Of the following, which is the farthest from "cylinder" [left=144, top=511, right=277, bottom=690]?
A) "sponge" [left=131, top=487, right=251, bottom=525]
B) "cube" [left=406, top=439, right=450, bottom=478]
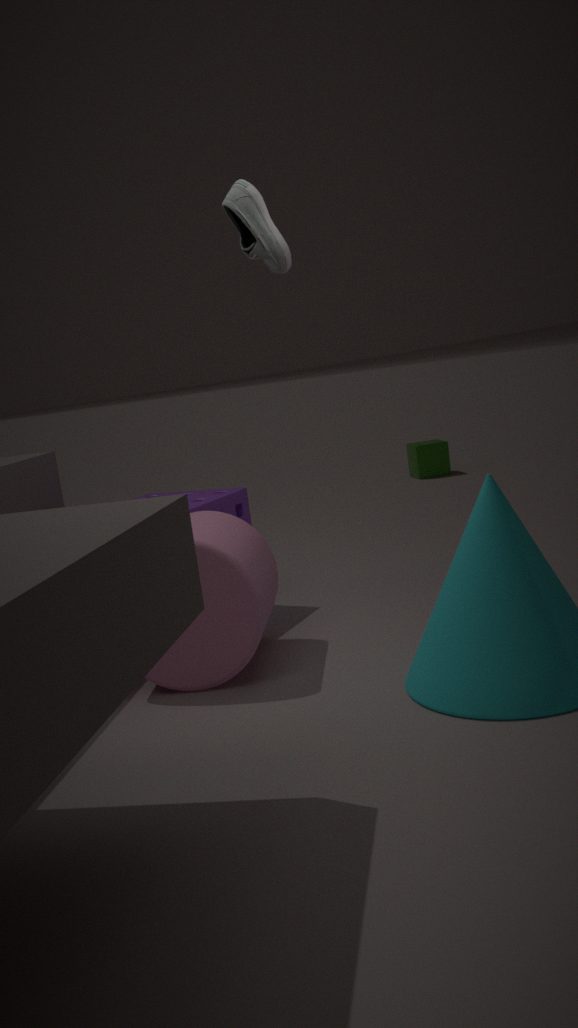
"cube" [left=406, top=439, right=450, bottom=478]
